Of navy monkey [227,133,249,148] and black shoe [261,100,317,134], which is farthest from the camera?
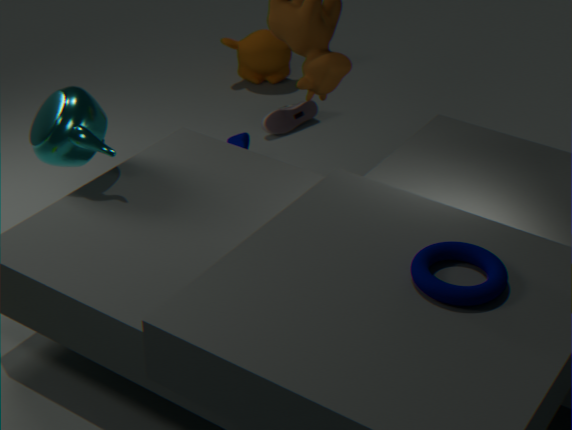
black shoe [261,100,317,134]
